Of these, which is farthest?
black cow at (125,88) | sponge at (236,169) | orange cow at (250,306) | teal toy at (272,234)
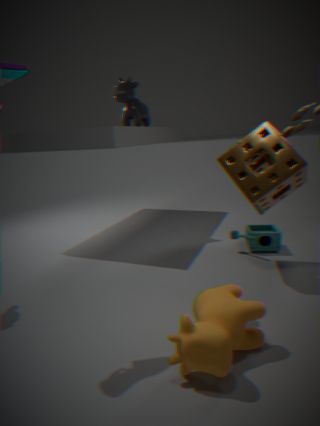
black cow at (125,88)
